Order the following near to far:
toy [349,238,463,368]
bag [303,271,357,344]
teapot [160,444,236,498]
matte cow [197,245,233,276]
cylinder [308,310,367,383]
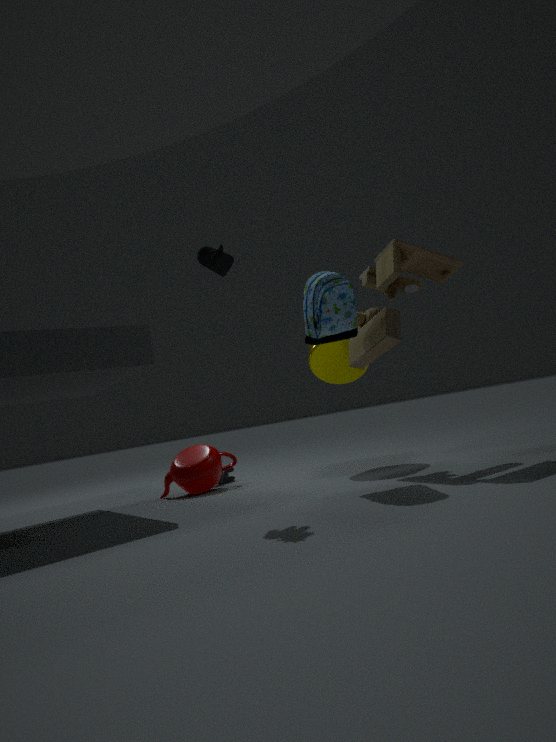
matte cow [197,245,233,276]
bag [303,271,357,344]
toy [349,238,463,368]
cylinder [308,310,367,383]
teapot [160,444,236,498]
